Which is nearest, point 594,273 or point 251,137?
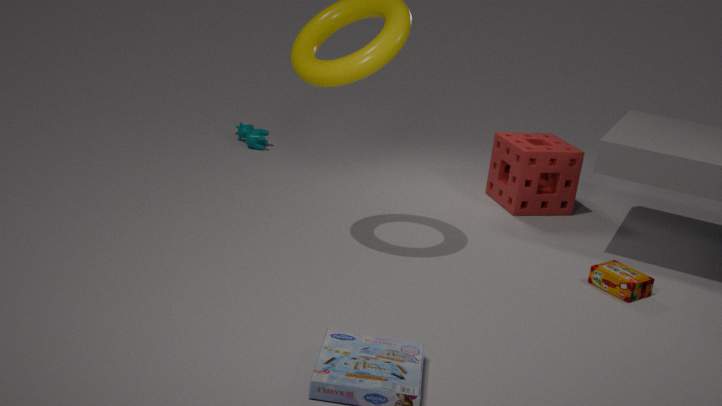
point 594,273
